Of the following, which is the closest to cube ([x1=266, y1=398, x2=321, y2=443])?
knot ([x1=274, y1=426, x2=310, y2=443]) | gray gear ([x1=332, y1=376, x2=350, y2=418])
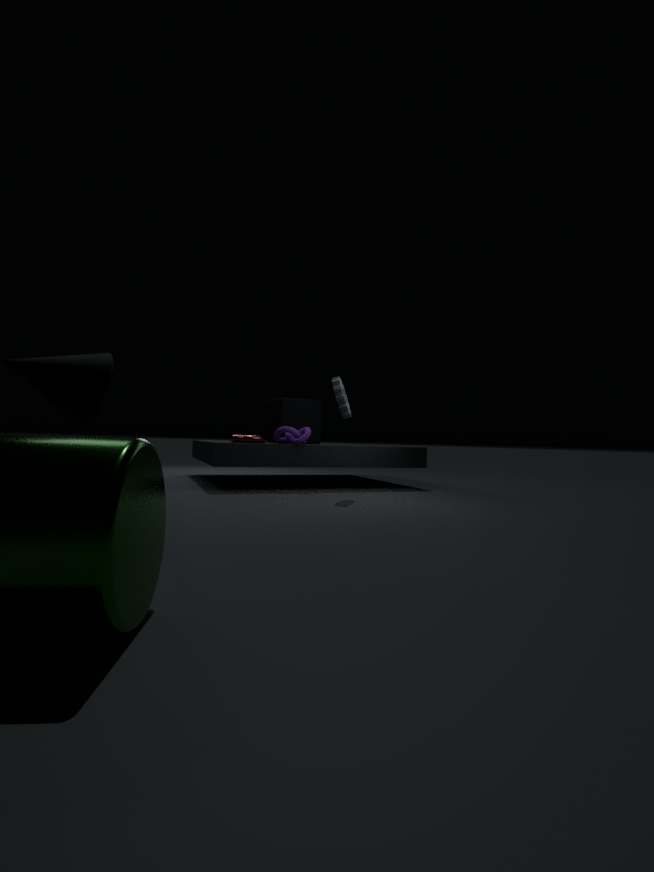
knot ([x1=274, y1=426, x2=310, y2=443])
